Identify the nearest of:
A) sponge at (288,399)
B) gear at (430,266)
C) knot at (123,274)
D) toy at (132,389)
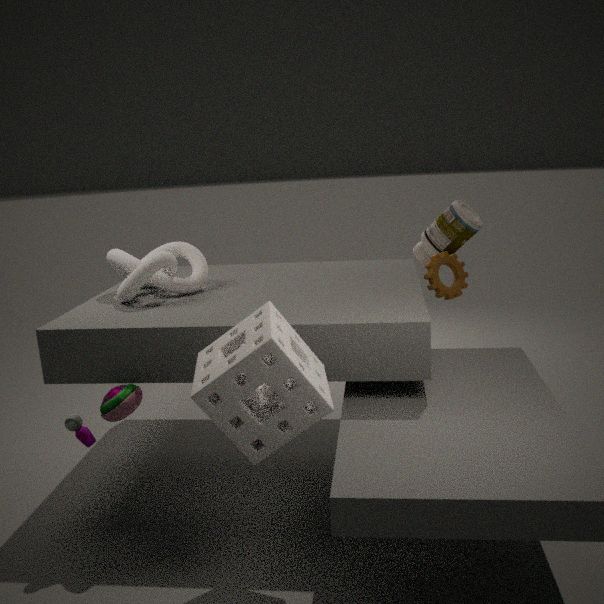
sponge at (288,399)
